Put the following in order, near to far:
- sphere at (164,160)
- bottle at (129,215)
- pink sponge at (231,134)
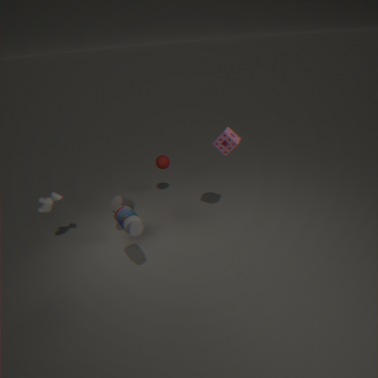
bottle at (129,215) < pink sponge at (231,134) < sphere at (164,160)
